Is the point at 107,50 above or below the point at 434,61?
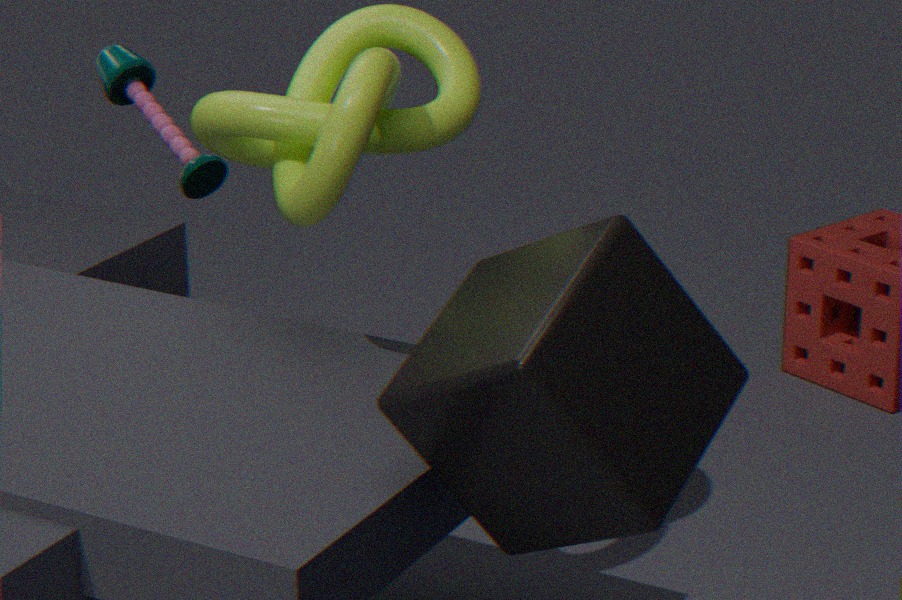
below
